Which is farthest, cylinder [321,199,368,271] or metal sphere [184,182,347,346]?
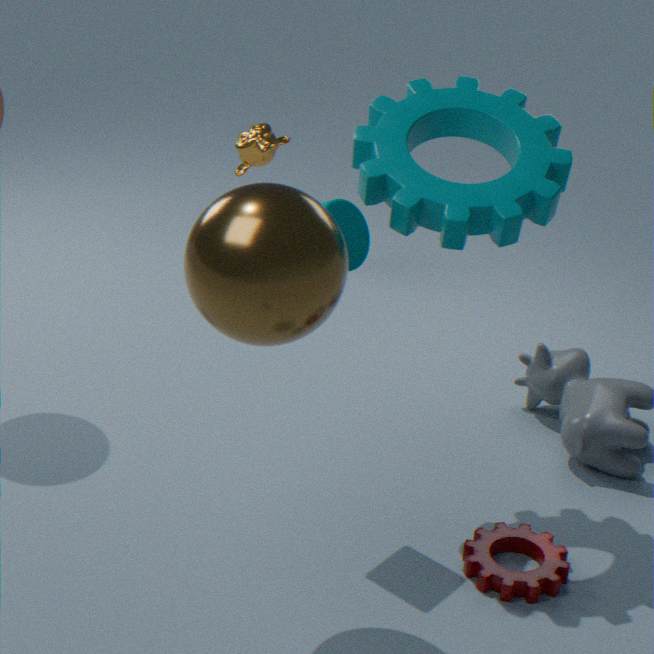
cylinder [321,199,368,271]
